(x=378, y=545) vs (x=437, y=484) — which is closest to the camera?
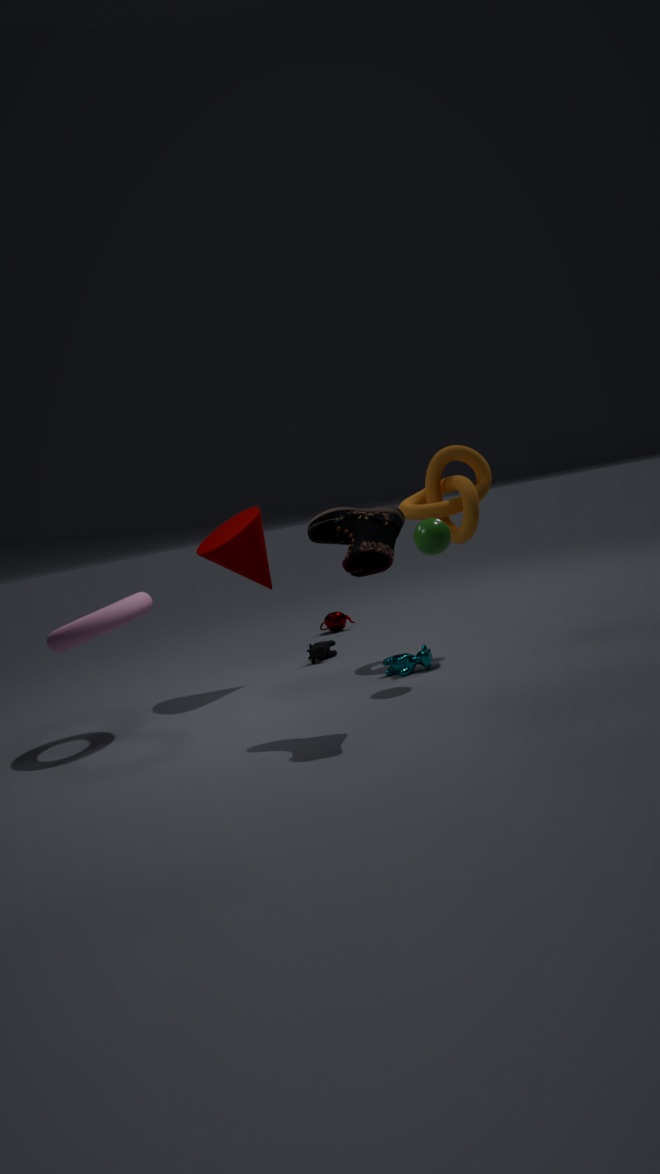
(x=378, y=545)
